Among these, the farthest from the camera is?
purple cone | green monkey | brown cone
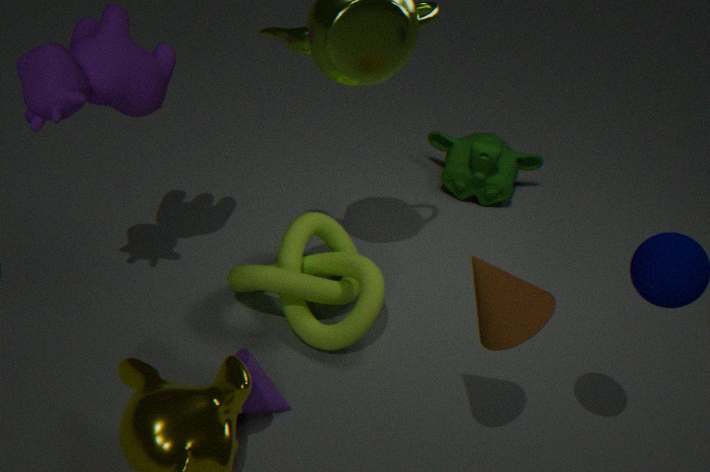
green monkey
